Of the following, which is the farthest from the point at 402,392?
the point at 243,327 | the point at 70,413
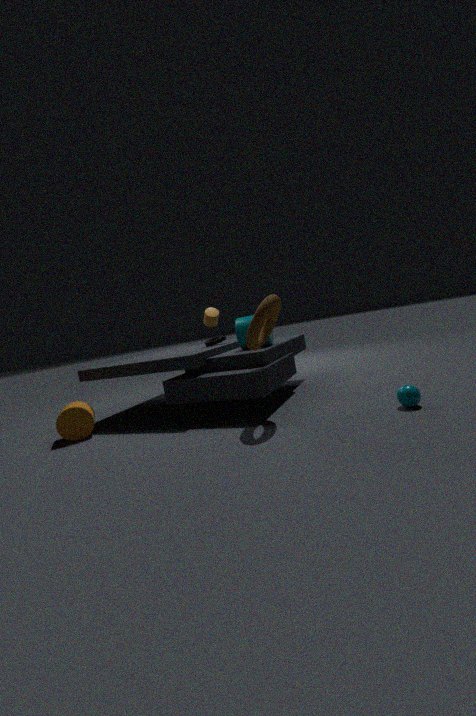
the point at 70,413
